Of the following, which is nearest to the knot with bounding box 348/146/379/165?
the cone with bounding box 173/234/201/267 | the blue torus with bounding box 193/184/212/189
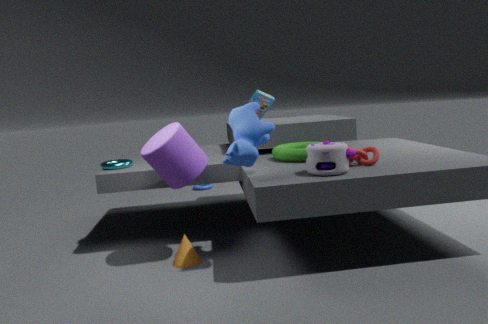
the cone with bounding box 173/234/201/267
